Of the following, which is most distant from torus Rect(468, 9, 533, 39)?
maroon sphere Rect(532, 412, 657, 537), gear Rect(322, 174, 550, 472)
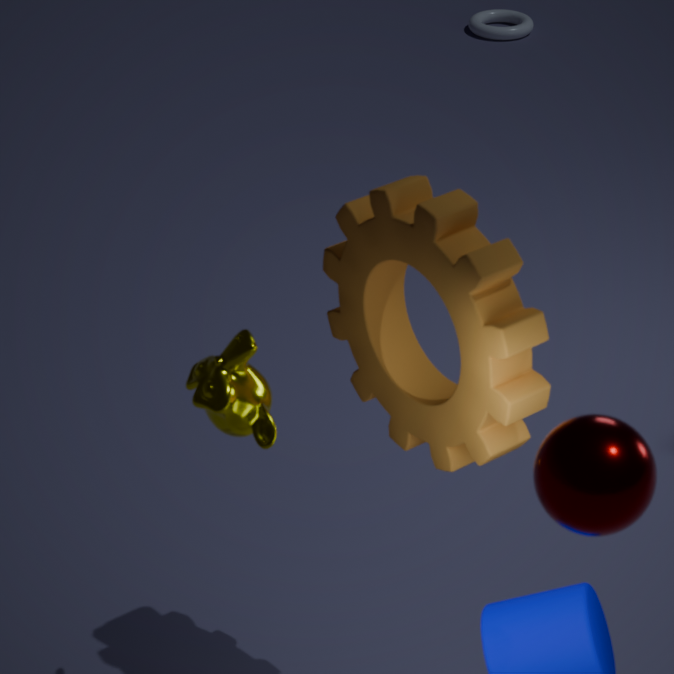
maroon sphere Rect(532, 412, 657, 537)
